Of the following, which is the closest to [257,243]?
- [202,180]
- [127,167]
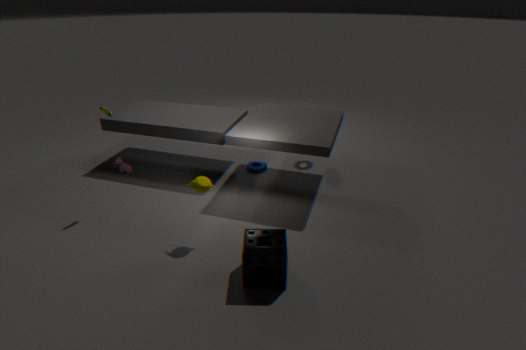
[202,180]
